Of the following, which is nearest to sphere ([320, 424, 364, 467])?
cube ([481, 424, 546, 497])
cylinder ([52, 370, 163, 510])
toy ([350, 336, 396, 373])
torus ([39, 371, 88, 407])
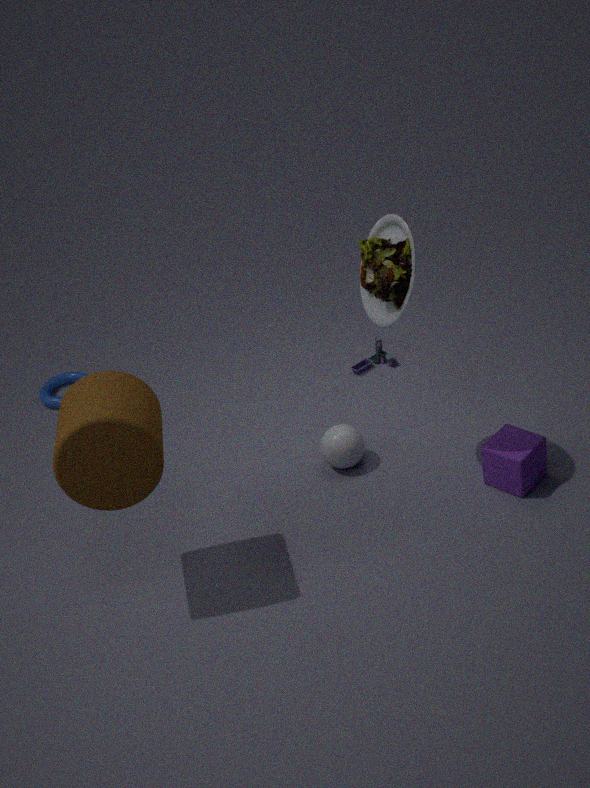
cube ([481, 424, 546, 497])
